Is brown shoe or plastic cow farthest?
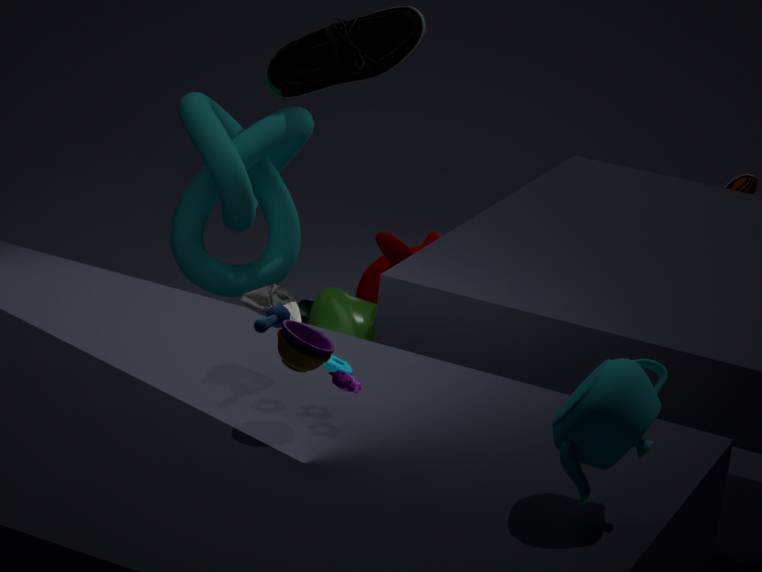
brown shoe
